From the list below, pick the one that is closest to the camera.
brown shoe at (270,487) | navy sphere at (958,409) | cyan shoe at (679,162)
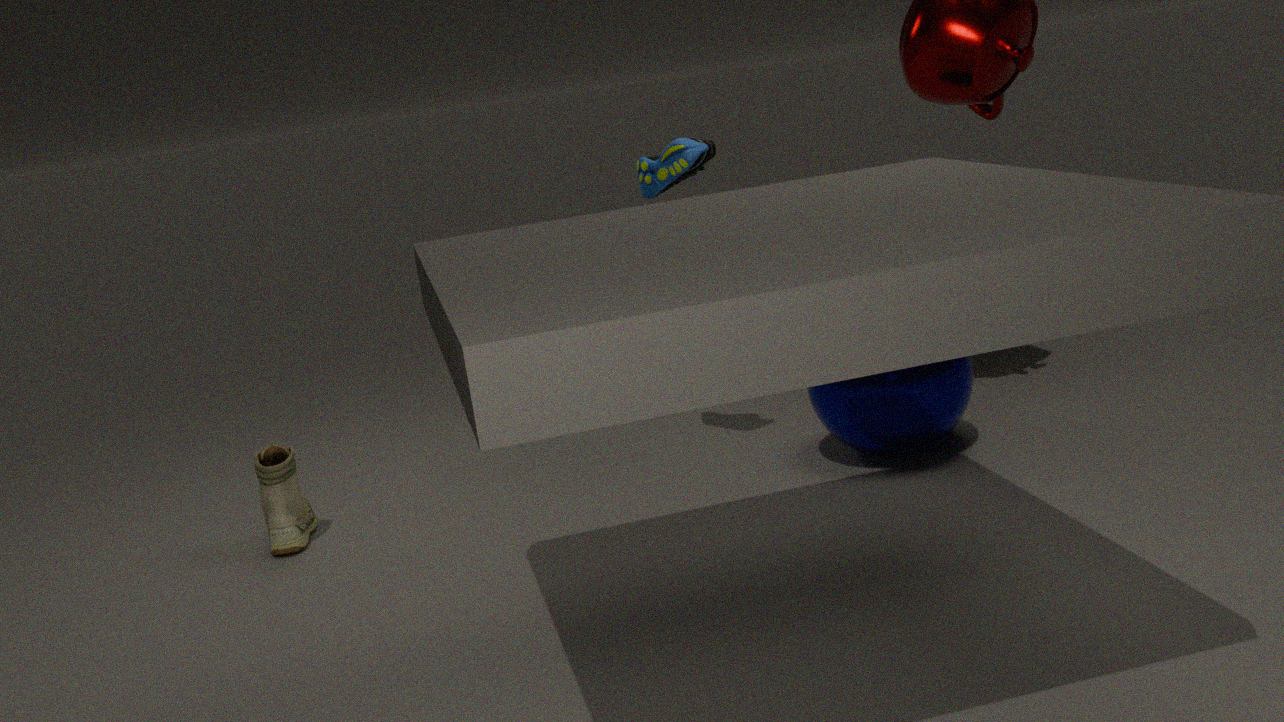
navy sphere at (958,409)
